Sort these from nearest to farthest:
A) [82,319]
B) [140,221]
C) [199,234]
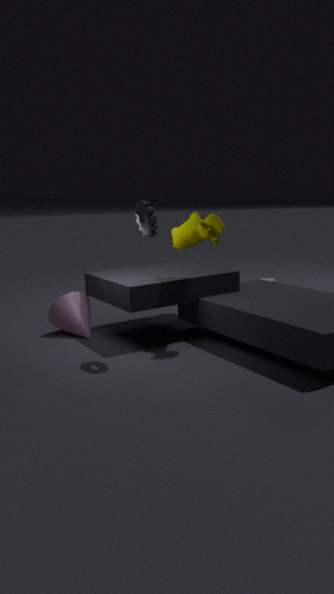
[140,221] → [199,234] → [82,319]
